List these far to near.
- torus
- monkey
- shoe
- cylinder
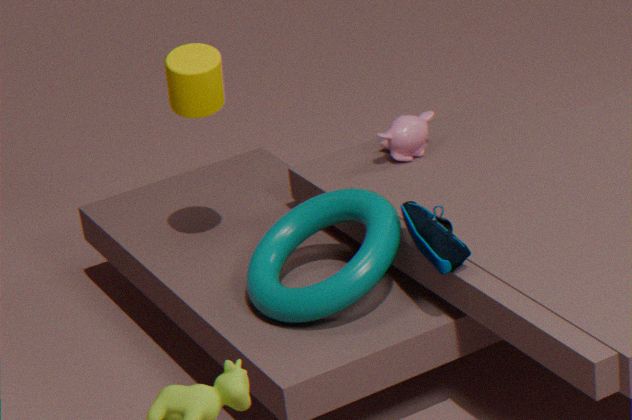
monkey < cylinder < torus < shoe
